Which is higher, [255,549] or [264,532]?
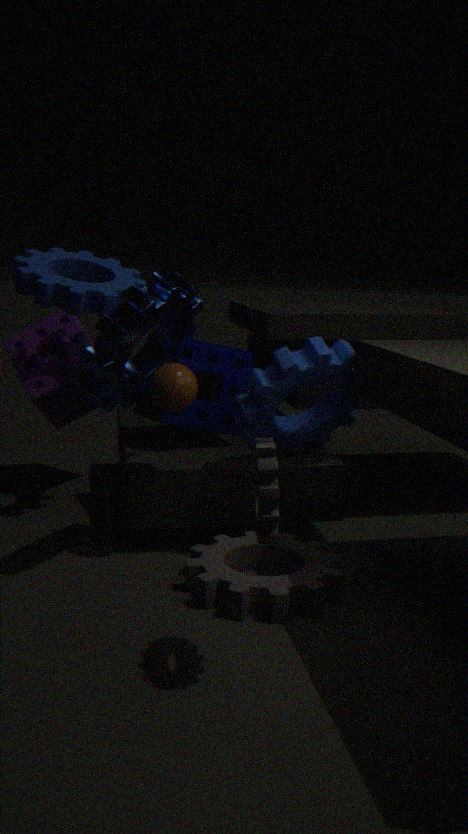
[264,532]
